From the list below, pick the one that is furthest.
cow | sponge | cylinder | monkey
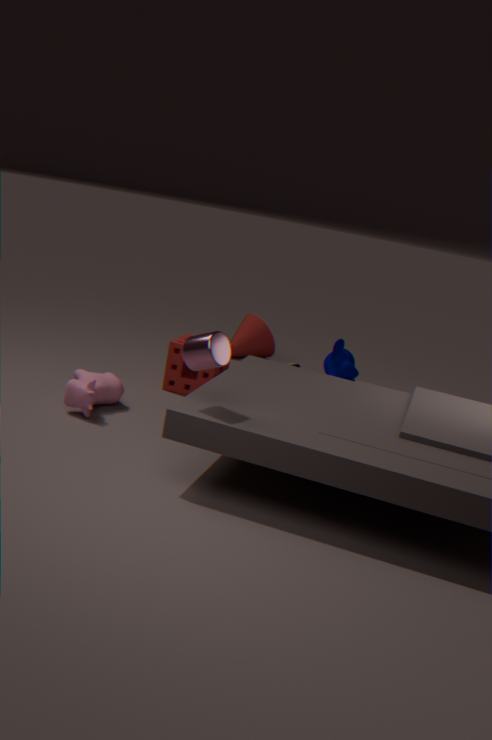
monkey
